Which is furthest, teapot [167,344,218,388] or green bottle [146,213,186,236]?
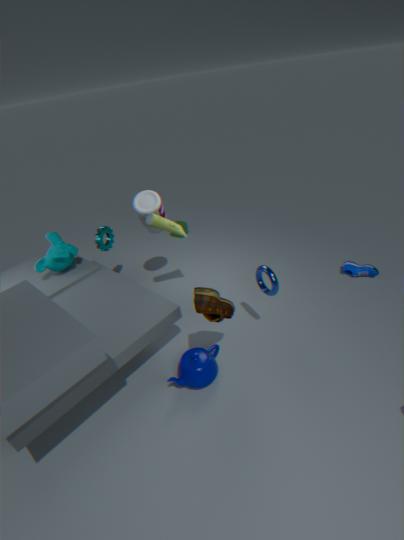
green bottle [146,213,186,236]
